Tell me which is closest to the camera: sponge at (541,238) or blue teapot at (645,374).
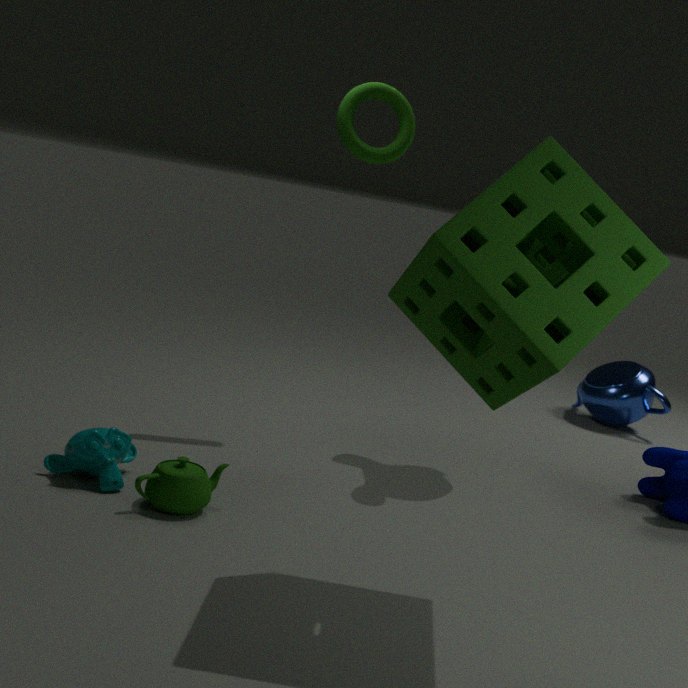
sponge at (541,238)
